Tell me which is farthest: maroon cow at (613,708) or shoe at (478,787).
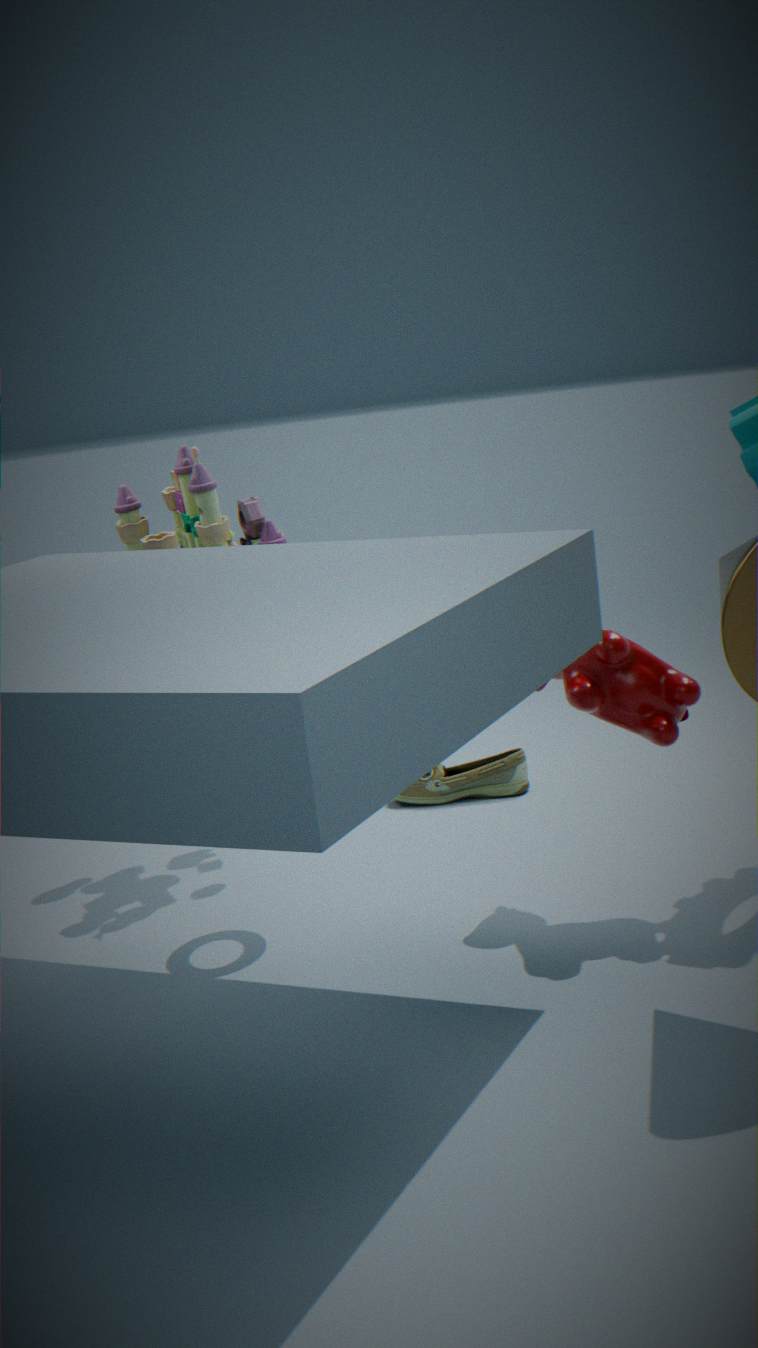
shoe at (478,787)
